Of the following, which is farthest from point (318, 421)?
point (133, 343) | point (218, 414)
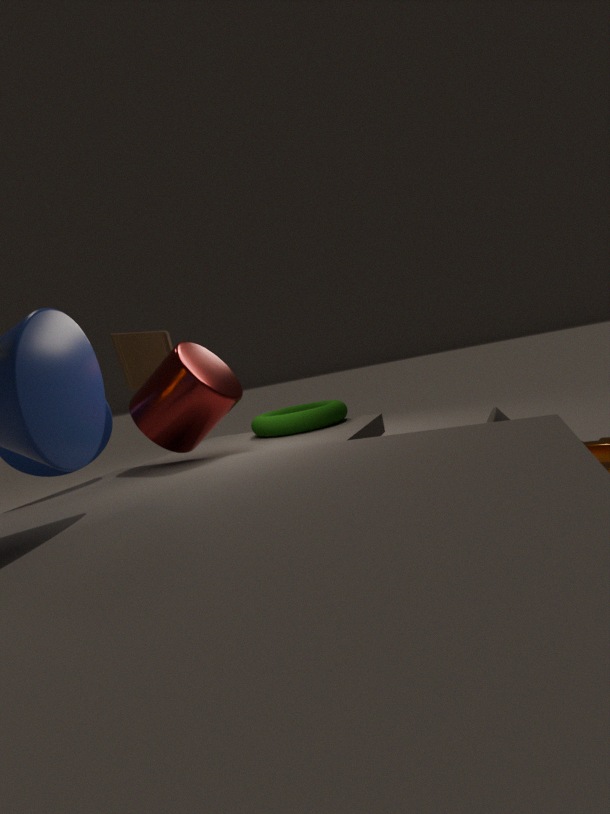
point (133, 343)
